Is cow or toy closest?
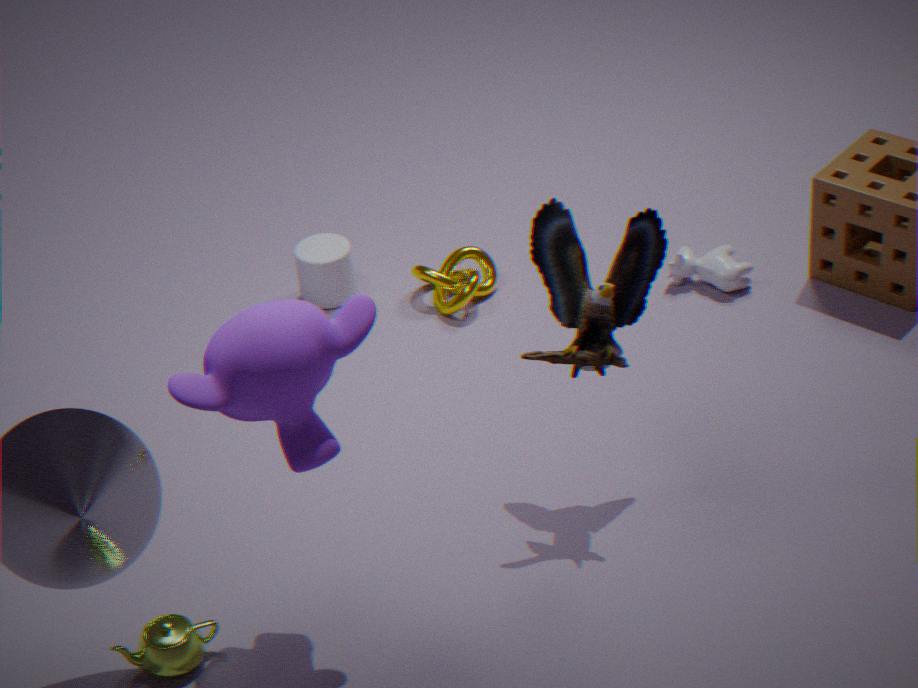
toy
